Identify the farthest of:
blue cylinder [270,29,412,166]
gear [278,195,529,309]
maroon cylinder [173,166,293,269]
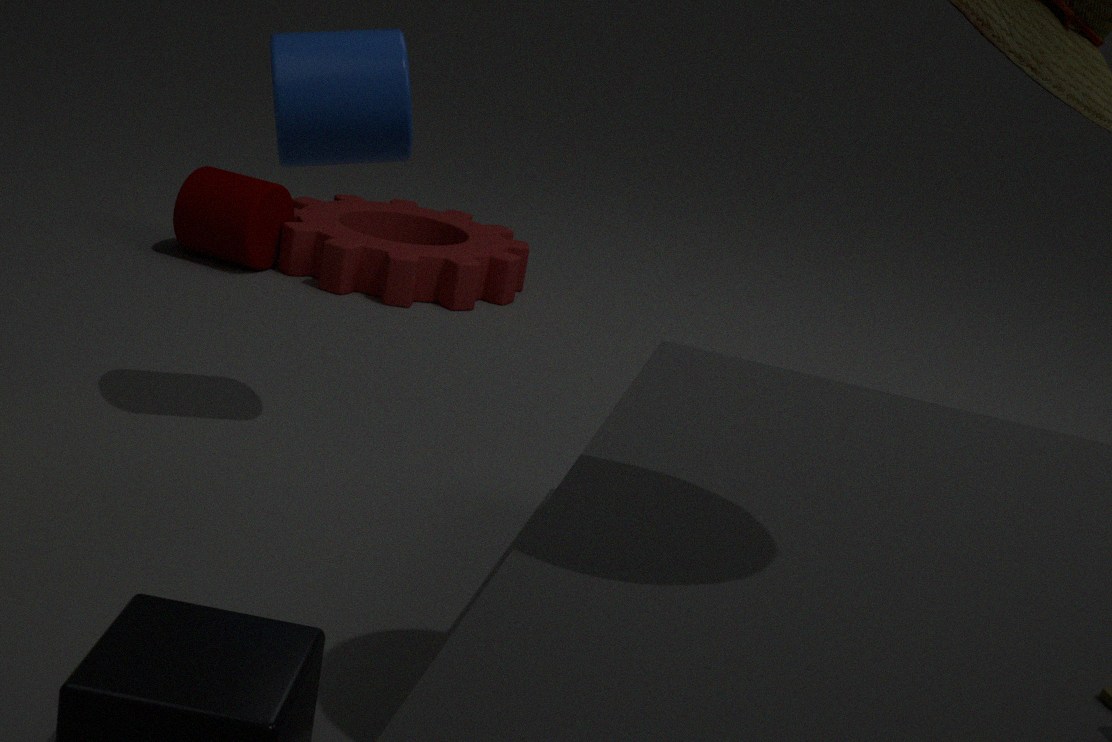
gear [278,195,529,309]
